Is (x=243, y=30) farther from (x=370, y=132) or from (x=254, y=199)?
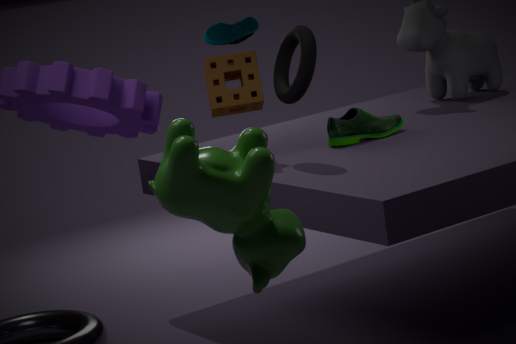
(x=254, y=199)
